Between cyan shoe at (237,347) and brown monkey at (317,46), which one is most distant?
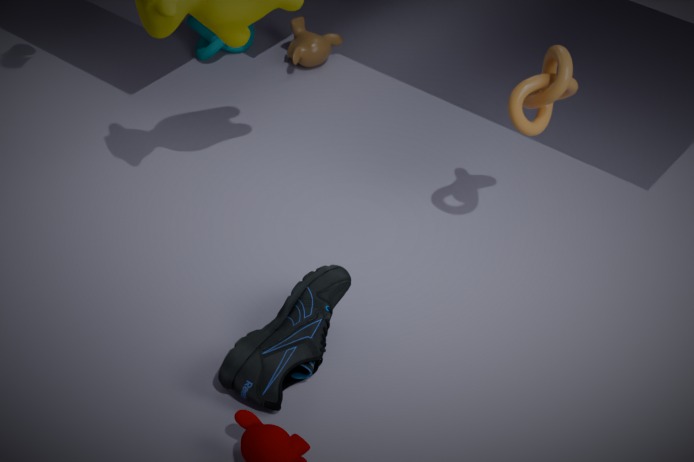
brown monkey at (317,46)
